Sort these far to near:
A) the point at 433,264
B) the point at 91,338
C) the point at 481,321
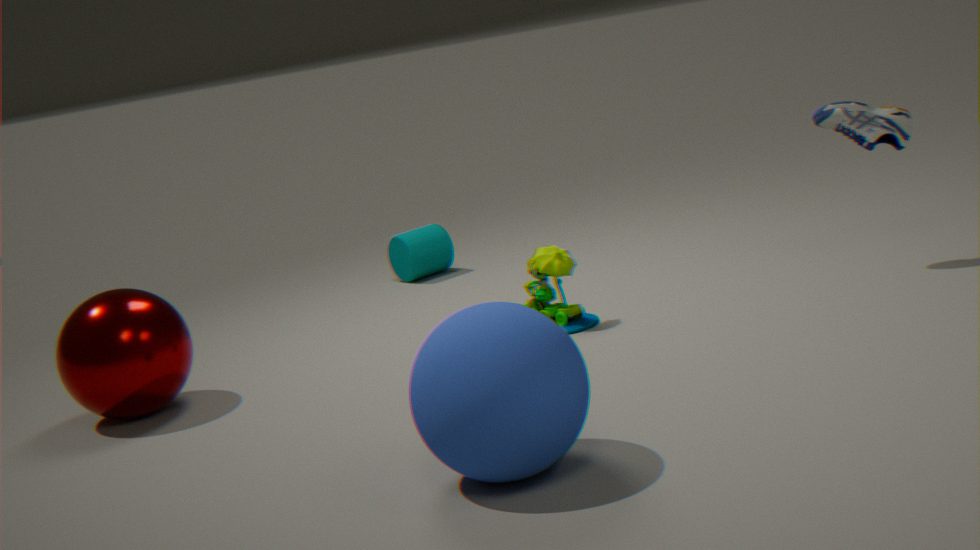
the point at 433,264
the point at 91,338
the point at 481,321
